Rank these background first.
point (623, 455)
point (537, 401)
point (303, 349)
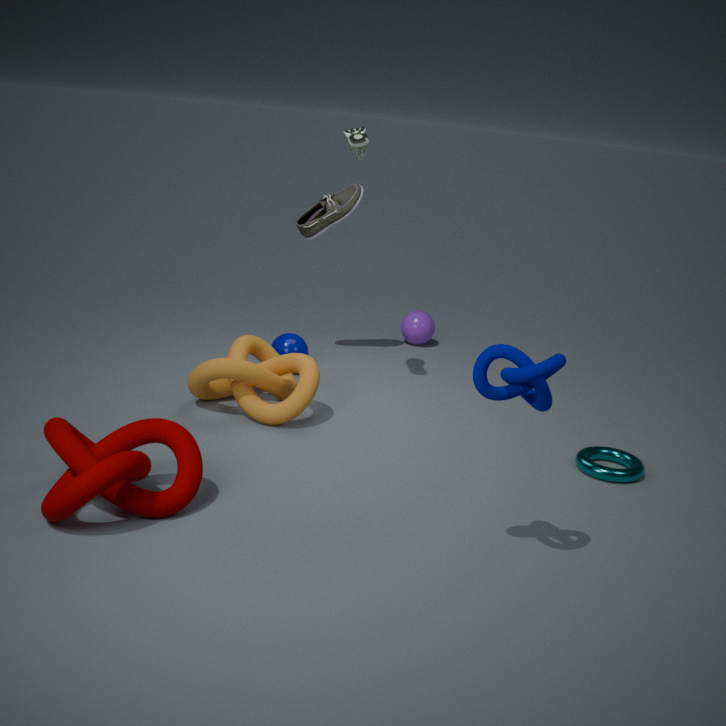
point (303, 349) < point (623, 455) < point (537, 401)
